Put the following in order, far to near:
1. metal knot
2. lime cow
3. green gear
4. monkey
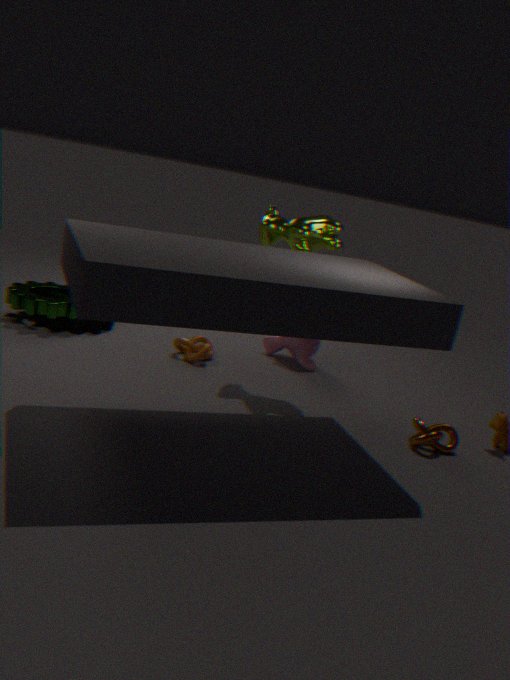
monkey
green gear
lime cow
metal knot
